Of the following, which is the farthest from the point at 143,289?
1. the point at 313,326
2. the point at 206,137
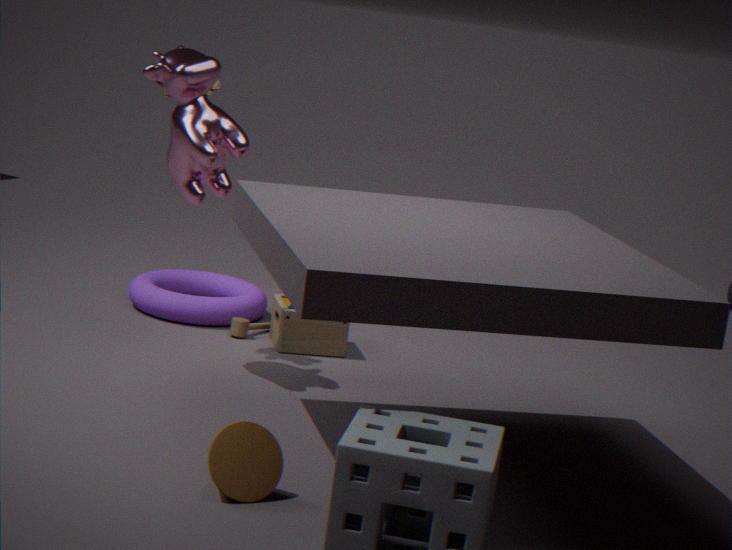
the point at 206,137
